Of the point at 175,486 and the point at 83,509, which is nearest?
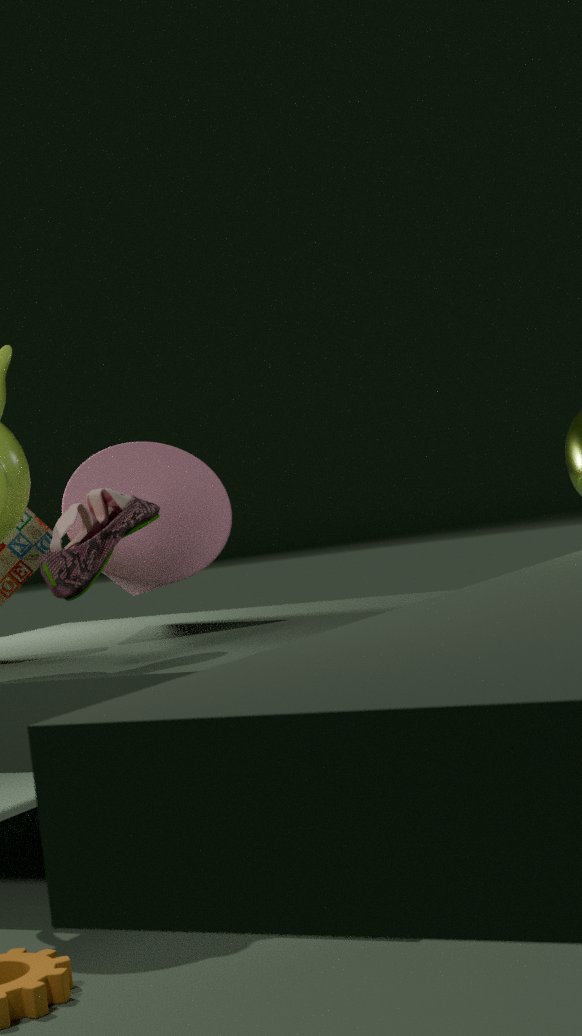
the point at 83,509
